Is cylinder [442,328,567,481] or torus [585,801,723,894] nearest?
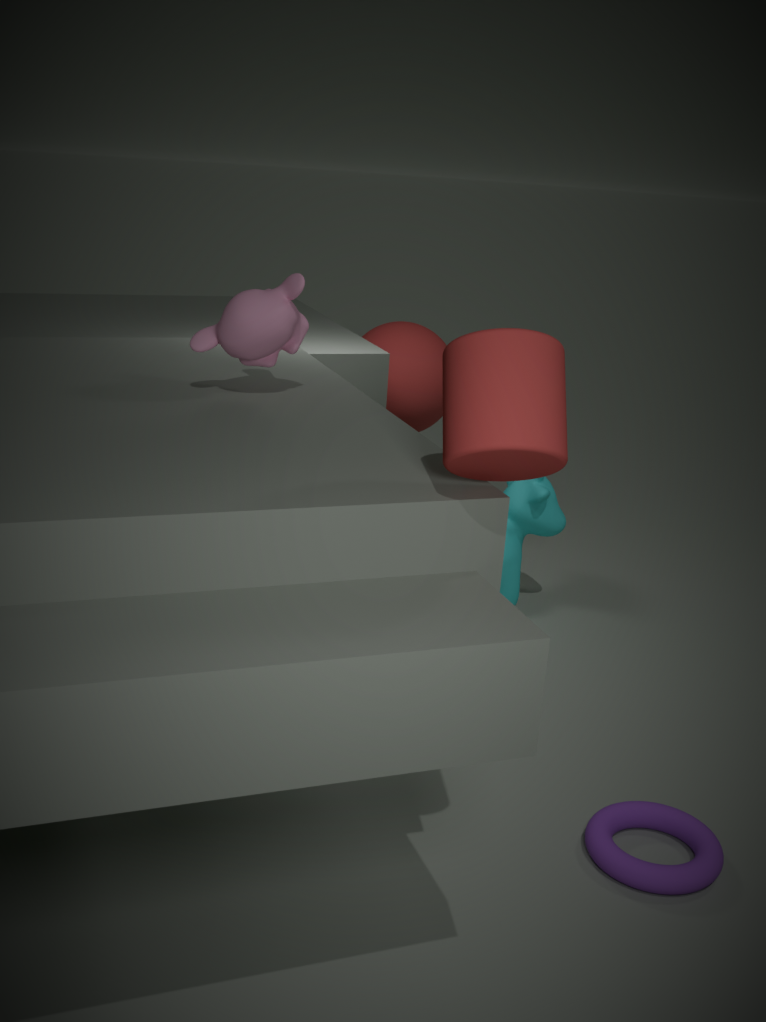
cylinder [442,328,567,481]
